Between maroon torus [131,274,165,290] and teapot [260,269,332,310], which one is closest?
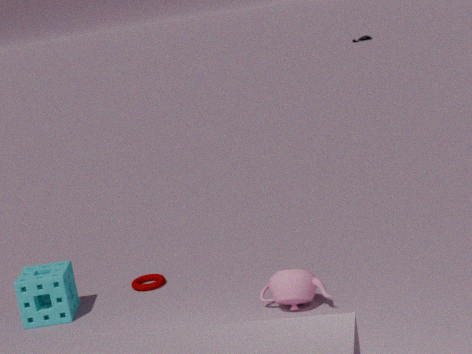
teapot [260,269,332,310]
